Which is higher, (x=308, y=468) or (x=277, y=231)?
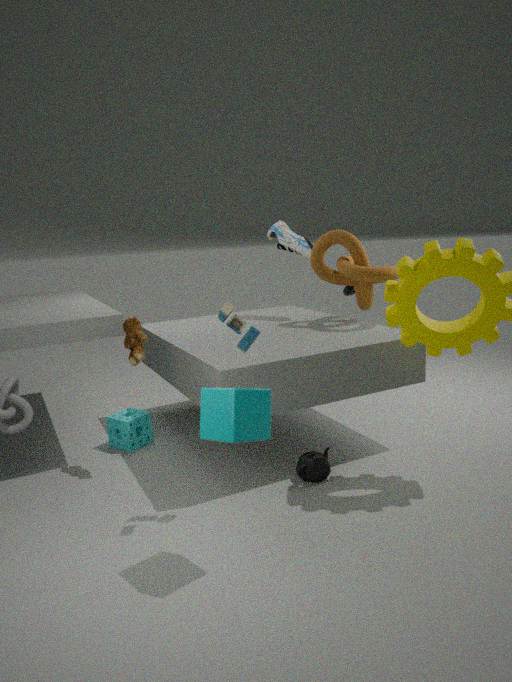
(x=277, y=231)
